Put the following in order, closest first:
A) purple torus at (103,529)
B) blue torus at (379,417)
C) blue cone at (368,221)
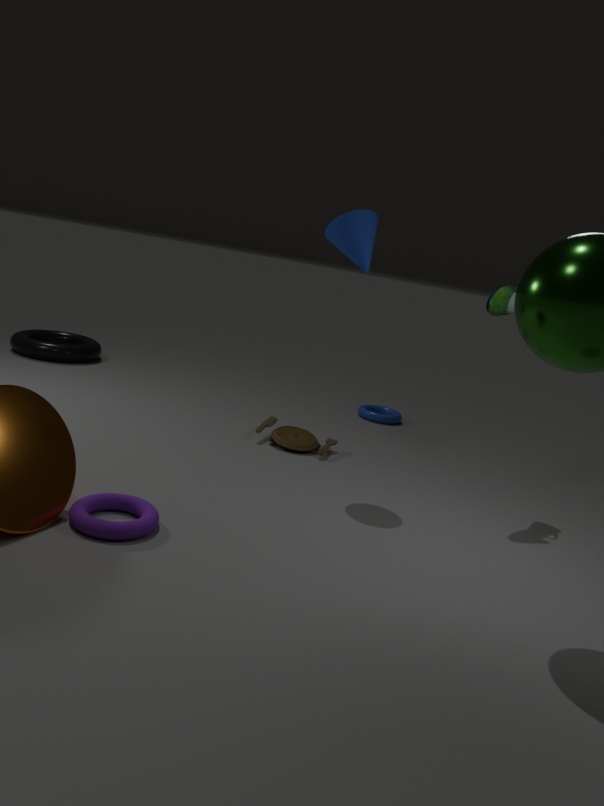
purple torus at (103,529) → blue cone at (368,221) → blue torus at (379,417)
